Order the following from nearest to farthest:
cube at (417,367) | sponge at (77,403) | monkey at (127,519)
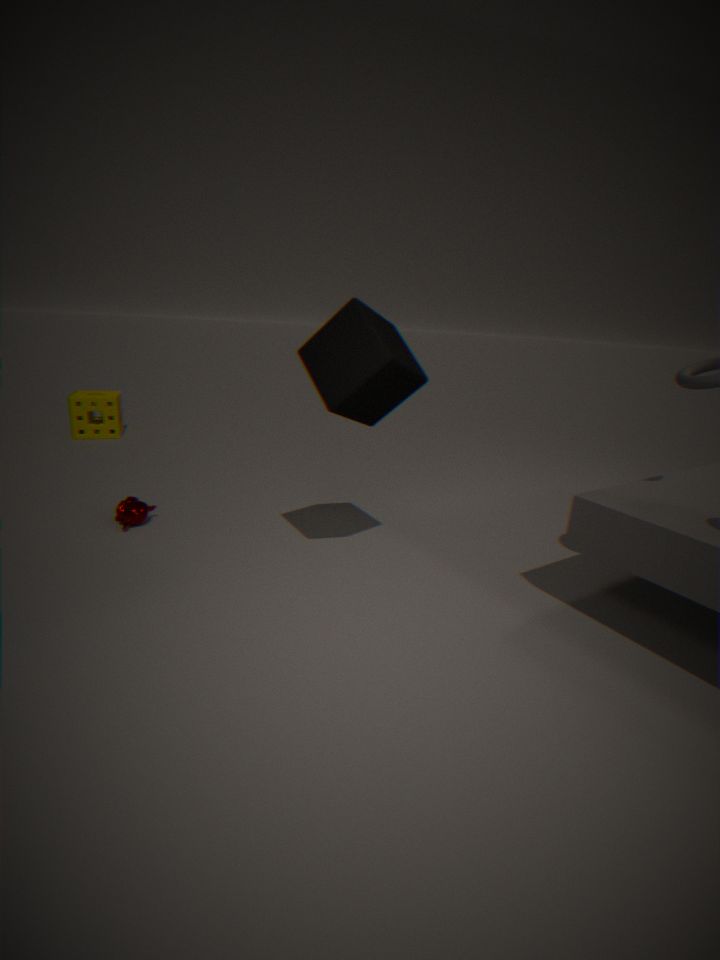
cube at (417,367) < monkey at (127,519) < sponge at (77,403)
